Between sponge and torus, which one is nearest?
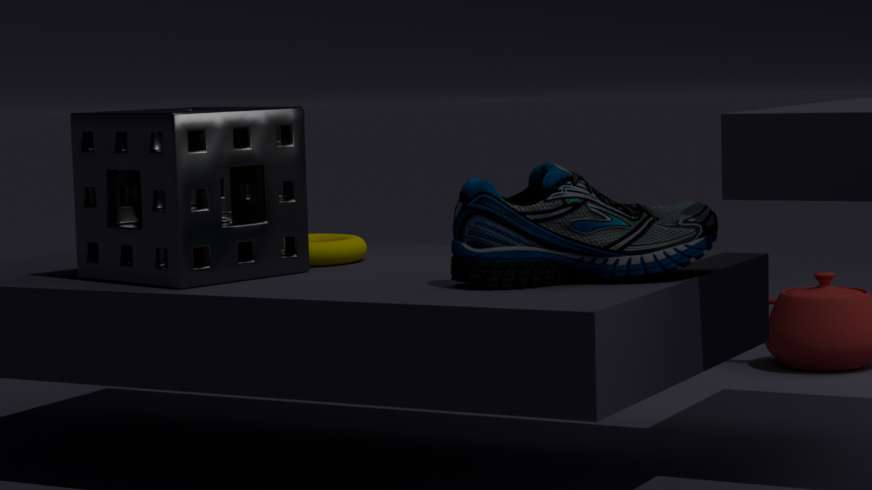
sponge
